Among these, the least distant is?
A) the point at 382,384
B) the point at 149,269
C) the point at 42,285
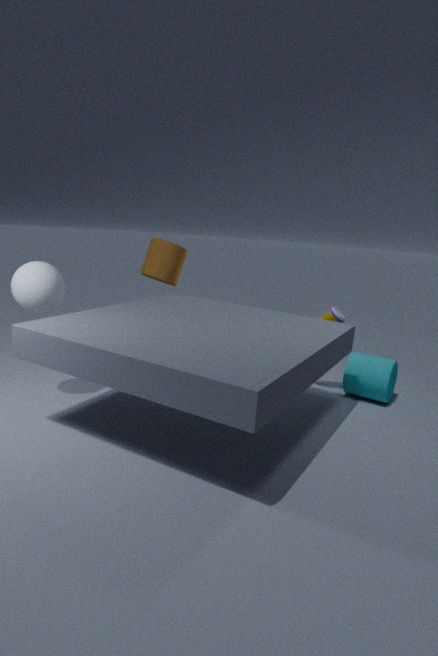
the point at 42,285
